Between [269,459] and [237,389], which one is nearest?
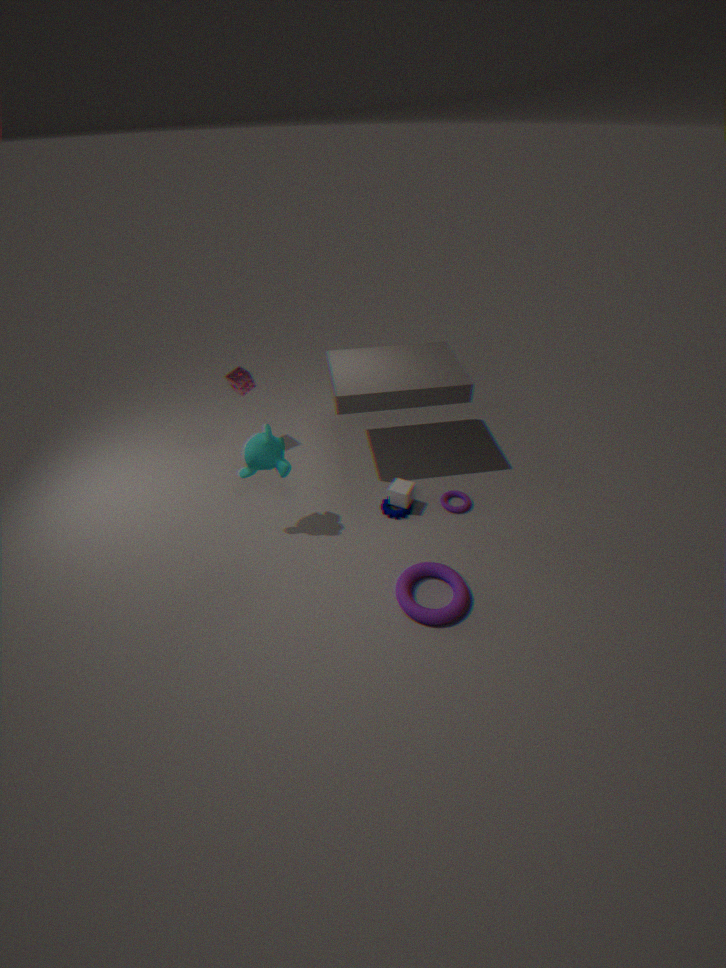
[269,459]
